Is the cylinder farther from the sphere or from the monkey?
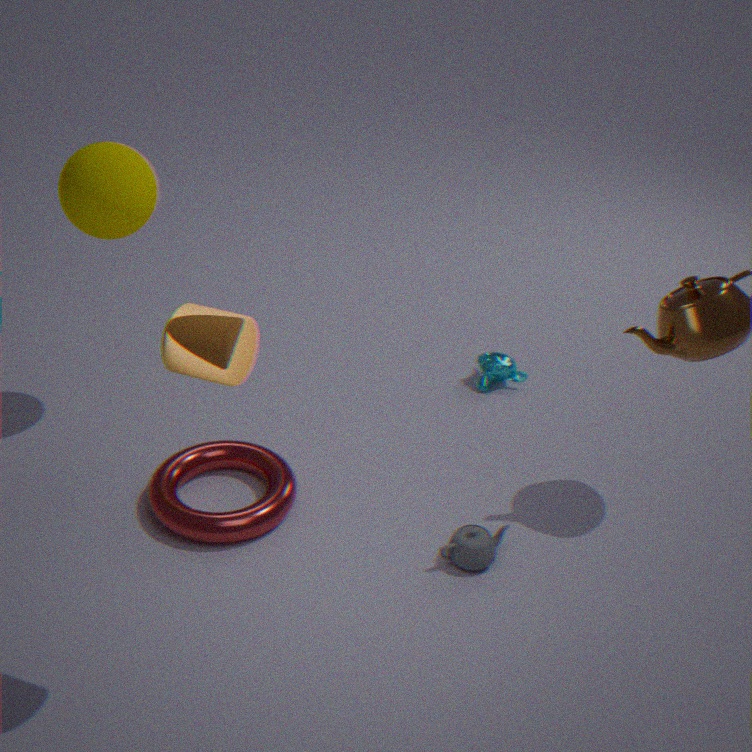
the monkey
